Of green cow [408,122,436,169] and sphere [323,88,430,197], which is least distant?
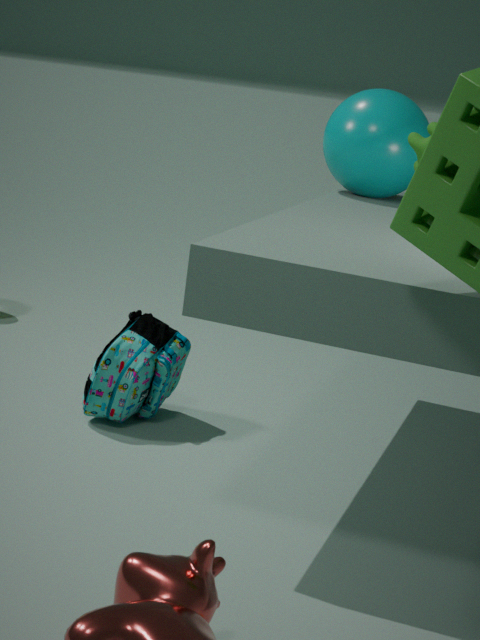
green cow [408,122,436,169]
